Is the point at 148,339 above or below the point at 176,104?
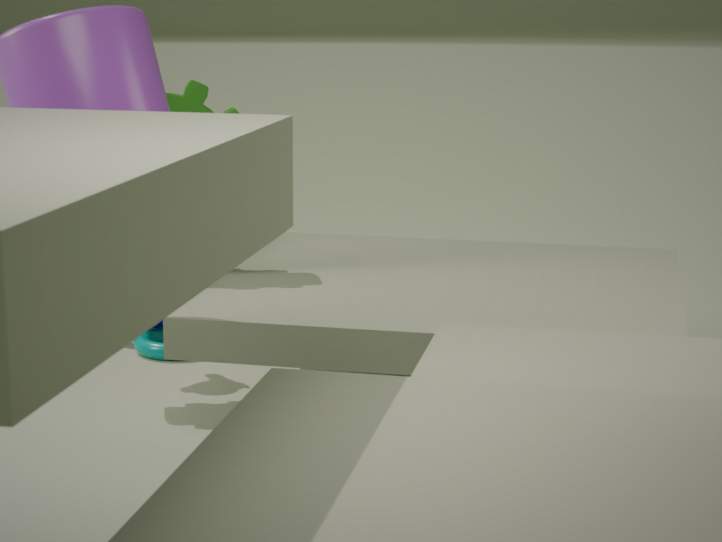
below
